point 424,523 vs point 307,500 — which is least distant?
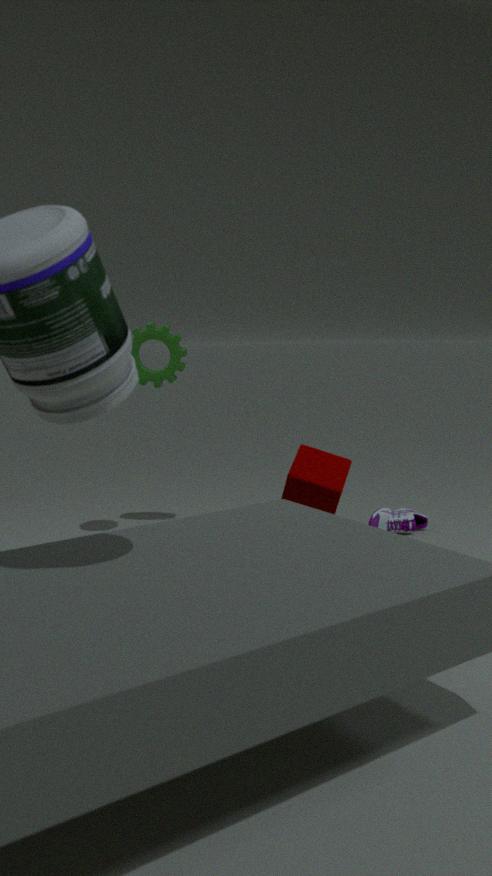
point 307,500
